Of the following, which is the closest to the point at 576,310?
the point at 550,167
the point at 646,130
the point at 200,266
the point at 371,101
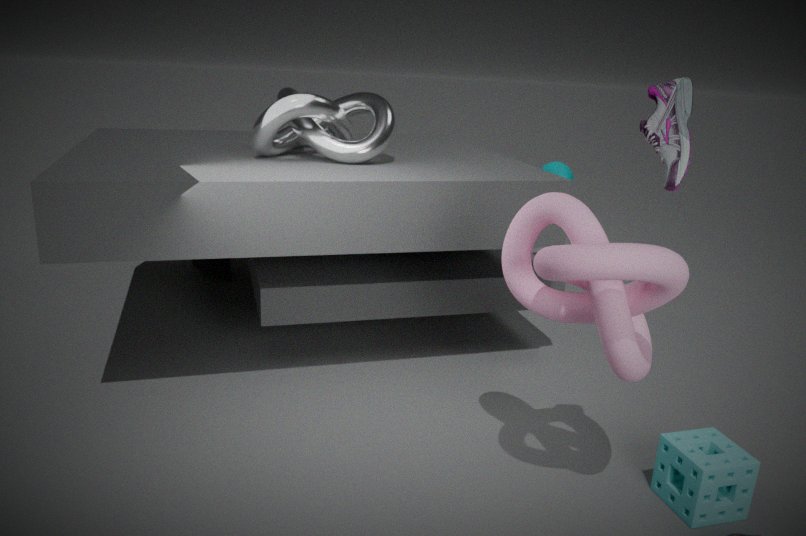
the point at 646,130
